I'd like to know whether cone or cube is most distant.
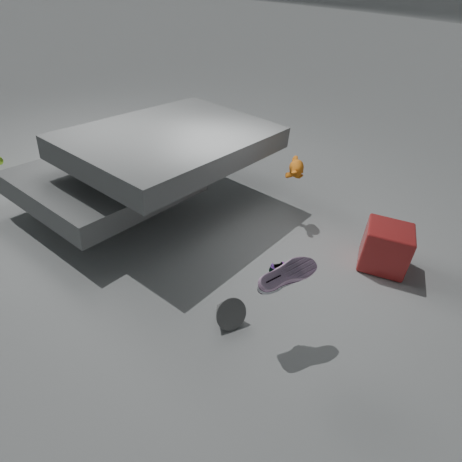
cube
